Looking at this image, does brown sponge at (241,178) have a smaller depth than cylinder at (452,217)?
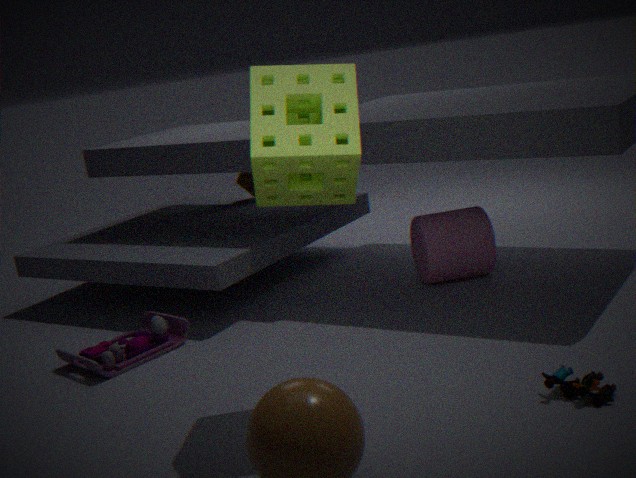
No
